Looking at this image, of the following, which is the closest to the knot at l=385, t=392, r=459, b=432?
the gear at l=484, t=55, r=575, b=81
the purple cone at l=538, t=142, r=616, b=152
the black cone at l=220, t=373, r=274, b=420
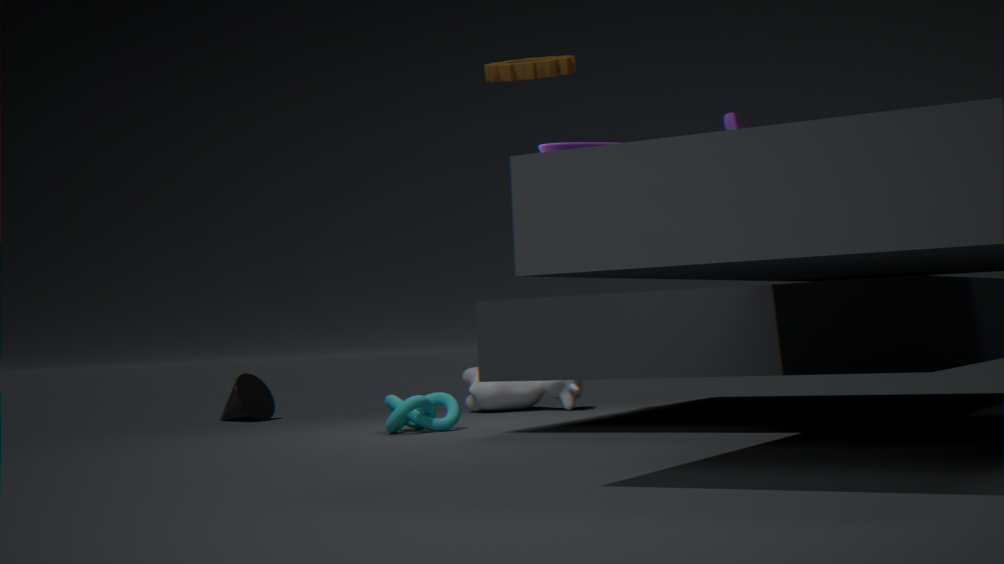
the purple cone at l=538, t=142, r=616, b=152
